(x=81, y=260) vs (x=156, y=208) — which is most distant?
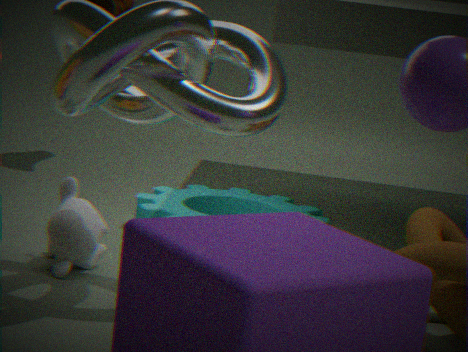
(x=156, y=208)
